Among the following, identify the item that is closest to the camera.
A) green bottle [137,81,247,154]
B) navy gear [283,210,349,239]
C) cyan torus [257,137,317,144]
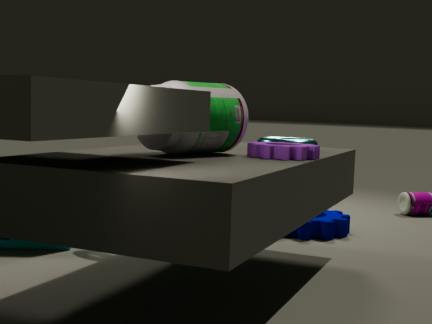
green bottle [137,81,247,154]
